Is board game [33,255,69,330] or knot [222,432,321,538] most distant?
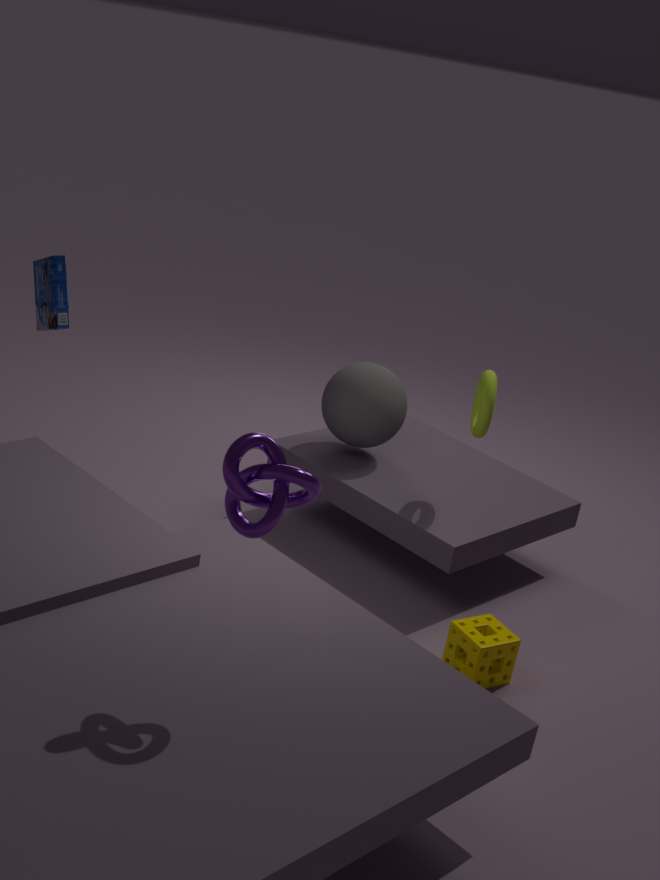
board game [33,255,69,330]
